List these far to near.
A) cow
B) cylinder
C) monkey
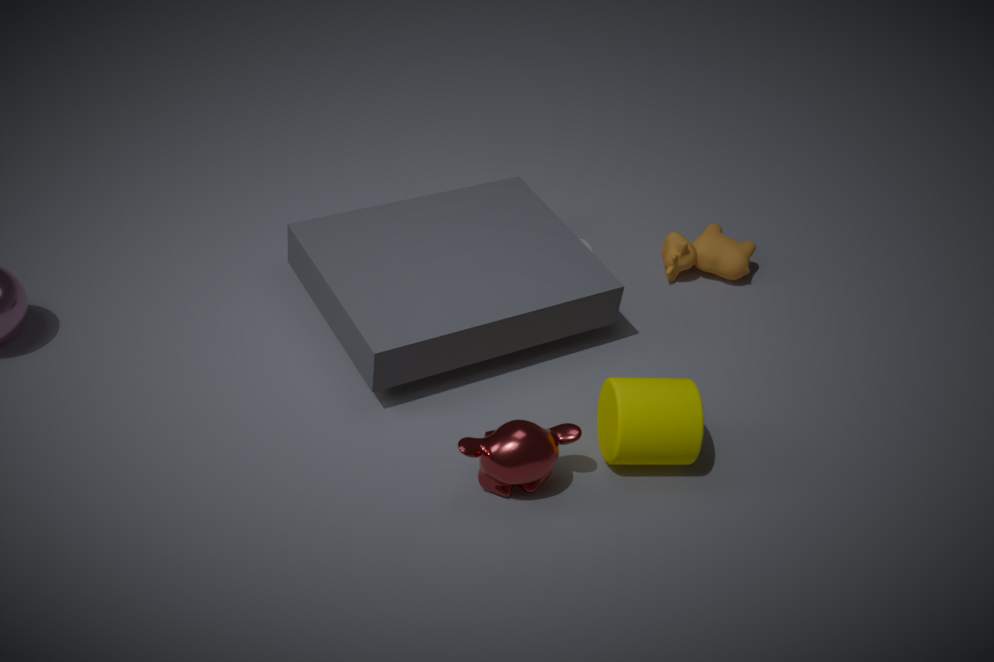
cow, cylinder, monkey
